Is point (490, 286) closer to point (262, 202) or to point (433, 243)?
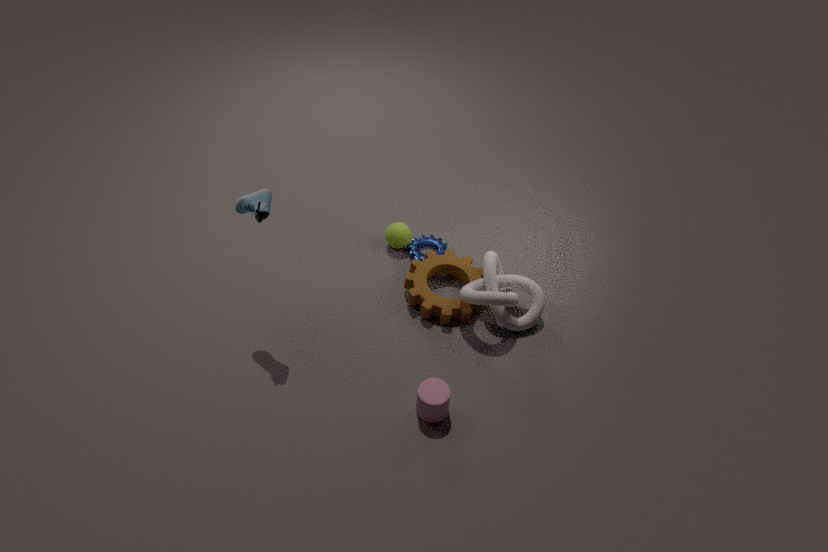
point (433, 243)
